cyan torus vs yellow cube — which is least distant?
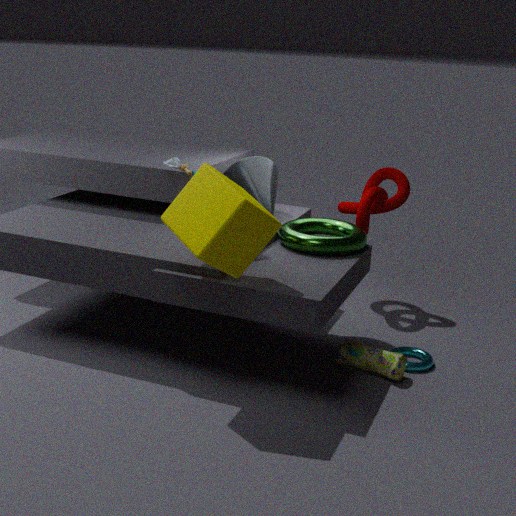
yellow cube
